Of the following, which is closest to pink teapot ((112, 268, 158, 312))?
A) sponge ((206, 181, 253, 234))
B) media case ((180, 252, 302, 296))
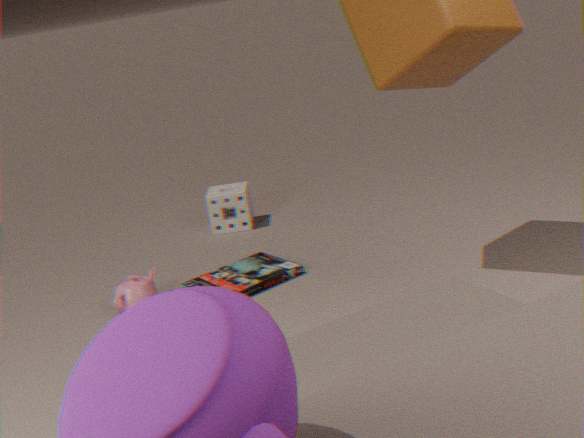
media case ((180, 252, 302, 296))
